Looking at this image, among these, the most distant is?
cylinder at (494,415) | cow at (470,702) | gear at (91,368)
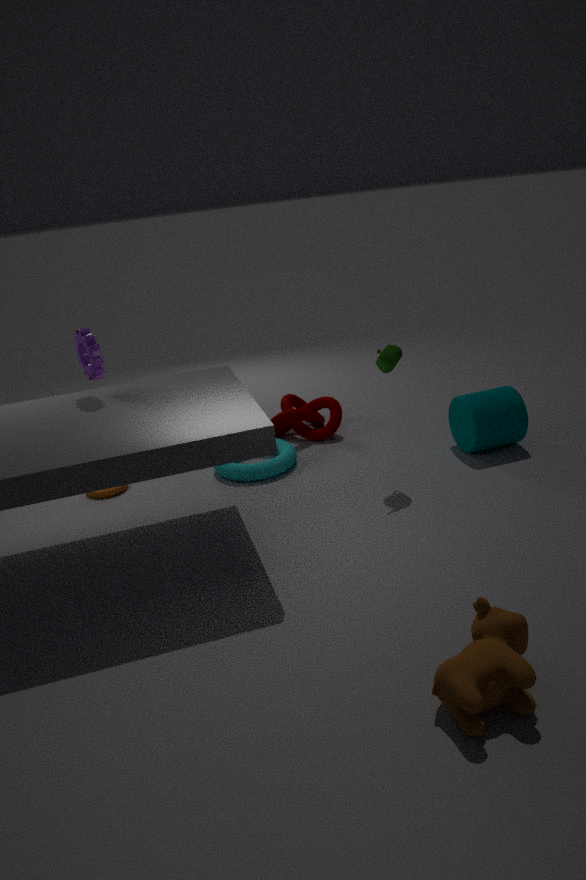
cylinder at (494,415)
